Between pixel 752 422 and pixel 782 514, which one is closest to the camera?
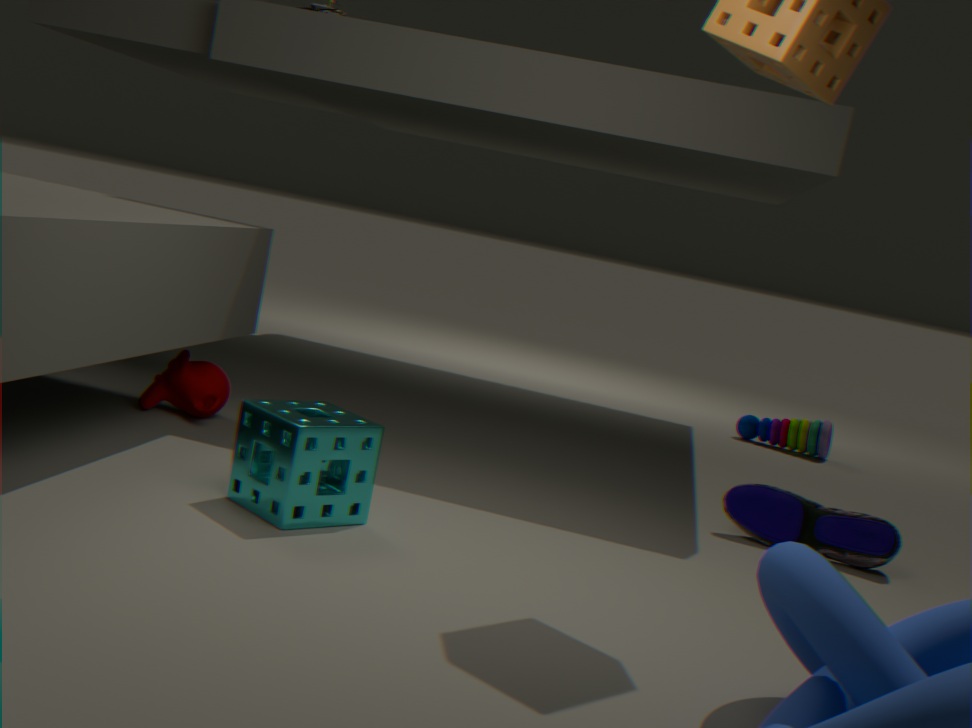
pixel 782 514
